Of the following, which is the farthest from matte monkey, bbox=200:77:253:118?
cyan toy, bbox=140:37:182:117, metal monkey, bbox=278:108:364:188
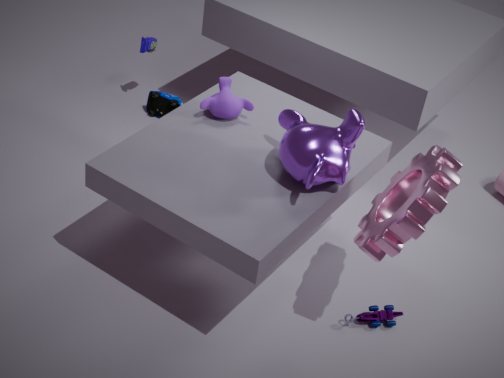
cyan toy, bbox=140:37:182:117
